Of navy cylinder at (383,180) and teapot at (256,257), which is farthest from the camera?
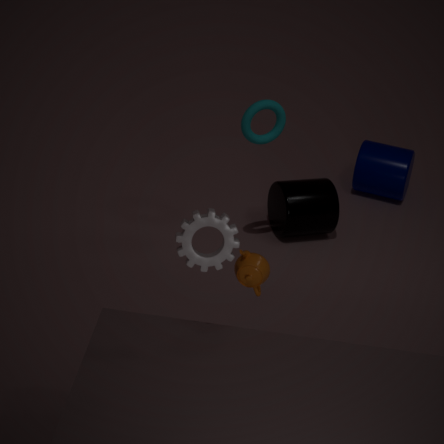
navy cylinder at (383,180)
